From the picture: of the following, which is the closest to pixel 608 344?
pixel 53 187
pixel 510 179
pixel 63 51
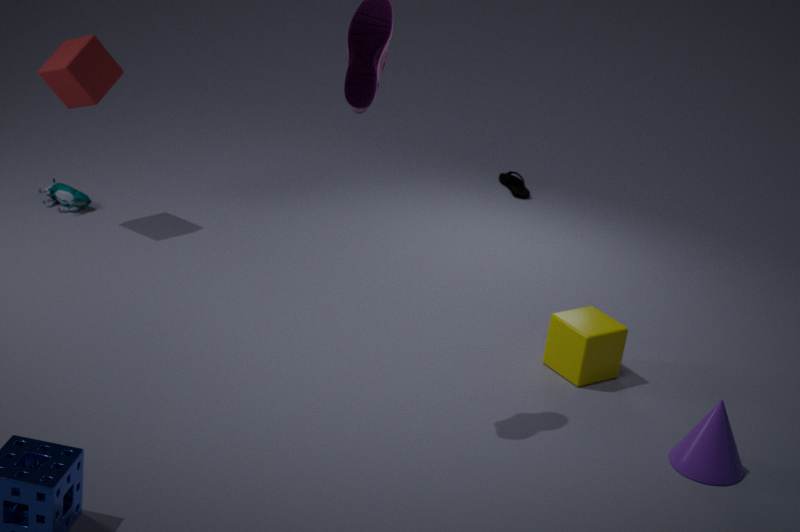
pixel 510 179
